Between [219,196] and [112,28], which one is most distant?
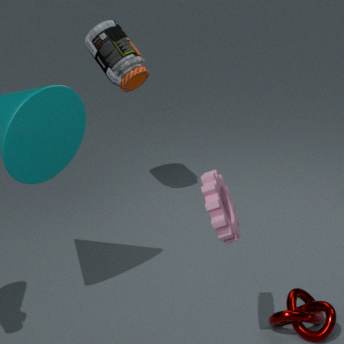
[112,28]
